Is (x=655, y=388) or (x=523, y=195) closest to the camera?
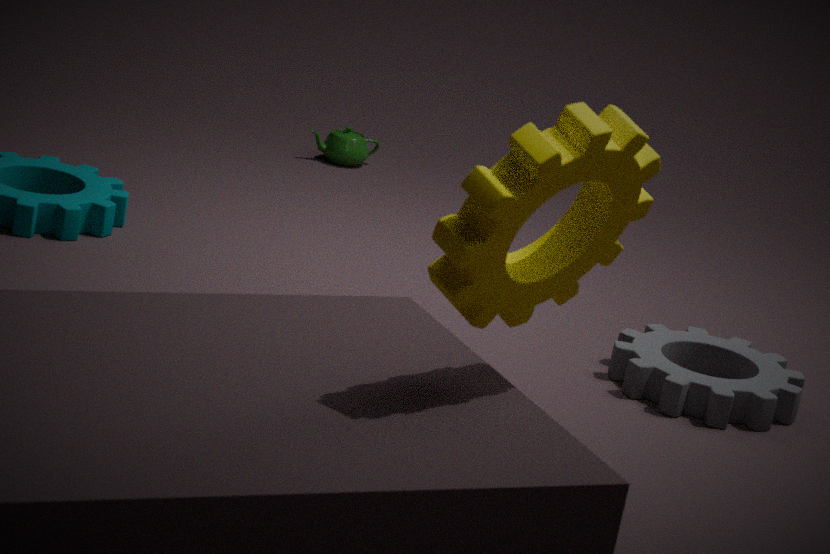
(x=523, y=195)
